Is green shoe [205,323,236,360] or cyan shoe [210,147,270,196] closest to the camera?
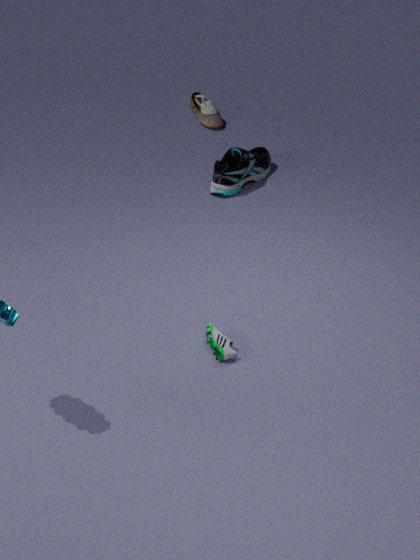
green shoe [205,323,236,360]
